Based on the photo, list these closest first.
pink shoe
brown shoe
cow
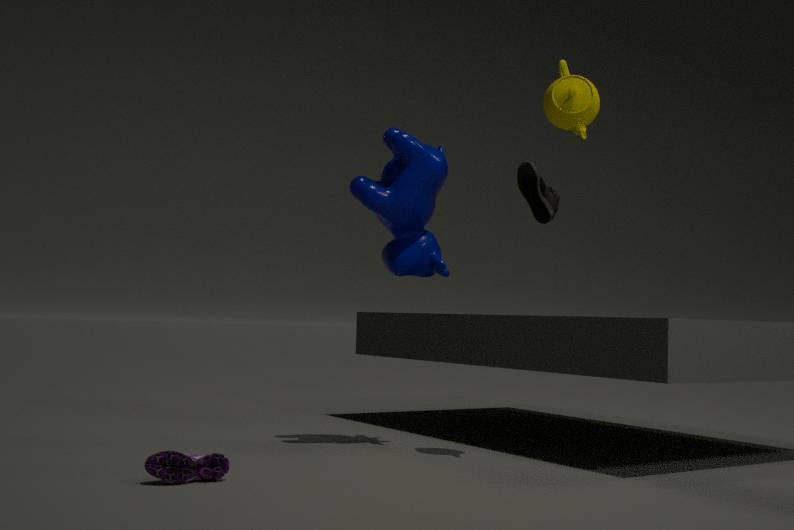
pink shoe → cow → brown shoe
